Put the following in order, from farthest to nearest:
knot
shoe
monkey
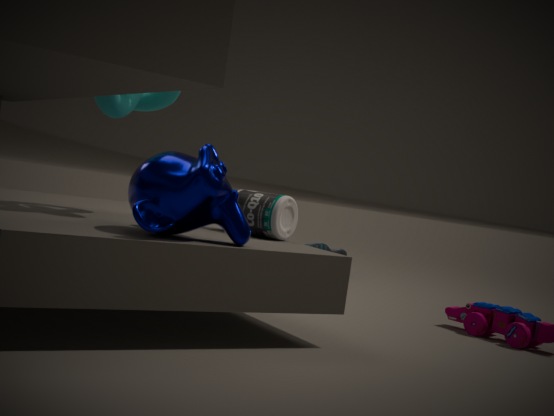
shoe < knot < monkey
